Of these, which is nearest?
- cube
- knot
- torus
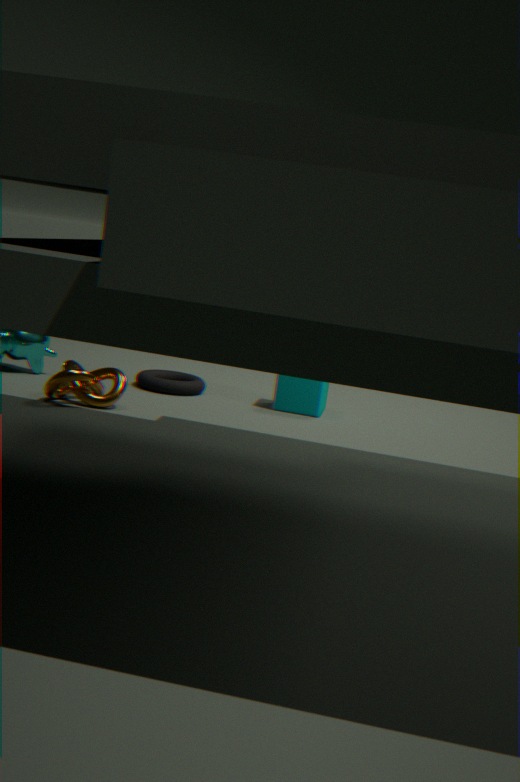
knot
